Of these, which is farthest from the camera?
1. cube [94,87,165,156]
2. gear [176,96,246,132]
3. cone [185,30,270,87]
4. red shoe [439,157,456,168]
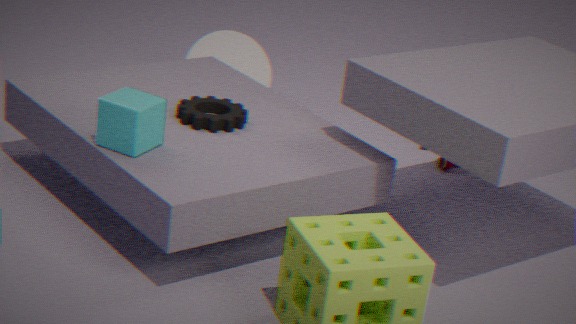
cone [185,30,270,87]
